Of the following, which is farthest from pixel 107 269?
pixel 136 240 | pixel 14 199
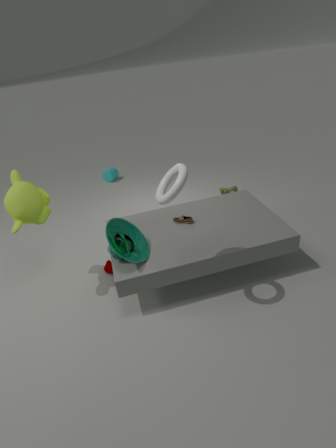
pixel 14 199
